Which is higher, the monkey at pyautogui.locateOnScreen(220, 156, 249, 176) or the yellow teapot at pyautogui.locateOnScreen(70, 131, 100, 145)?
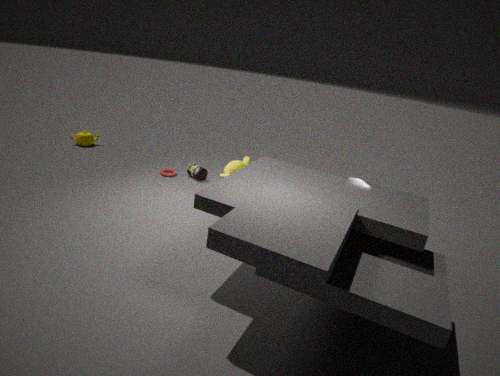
the monkey at pyautogui.locateOnScreen(220, 156, 249, 176)
